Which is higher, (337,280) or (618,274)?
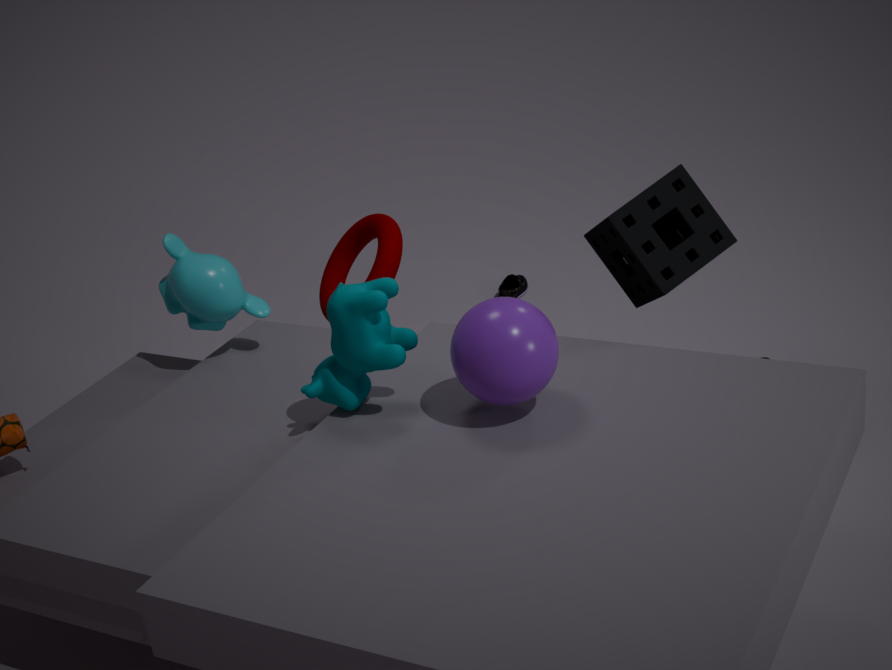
(618,274)
